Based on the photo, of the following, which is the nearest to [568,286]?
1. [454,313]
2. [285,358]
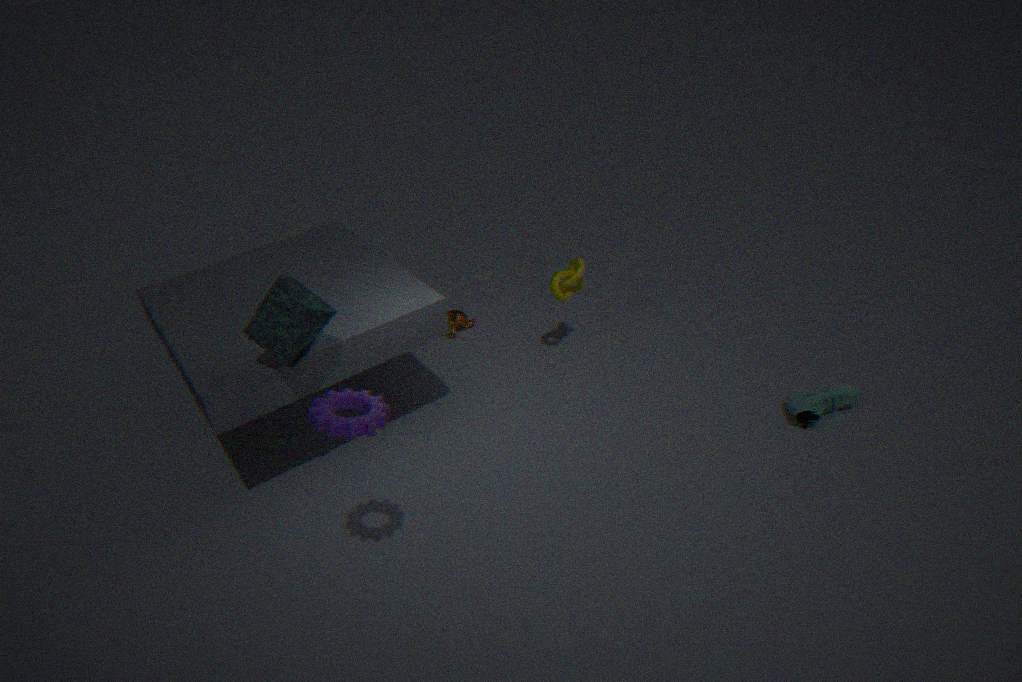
[454,313]
